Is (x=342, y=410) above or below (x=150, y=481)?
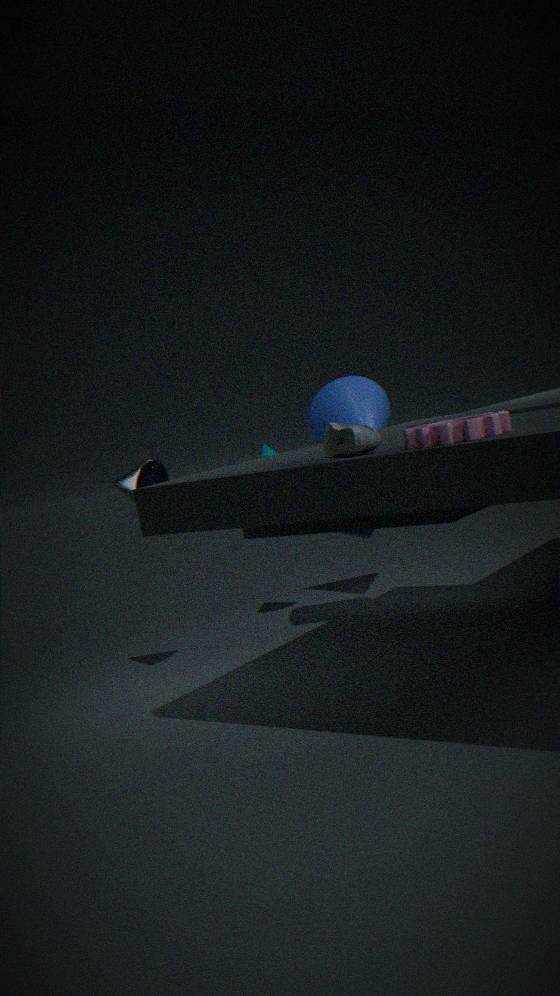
above
